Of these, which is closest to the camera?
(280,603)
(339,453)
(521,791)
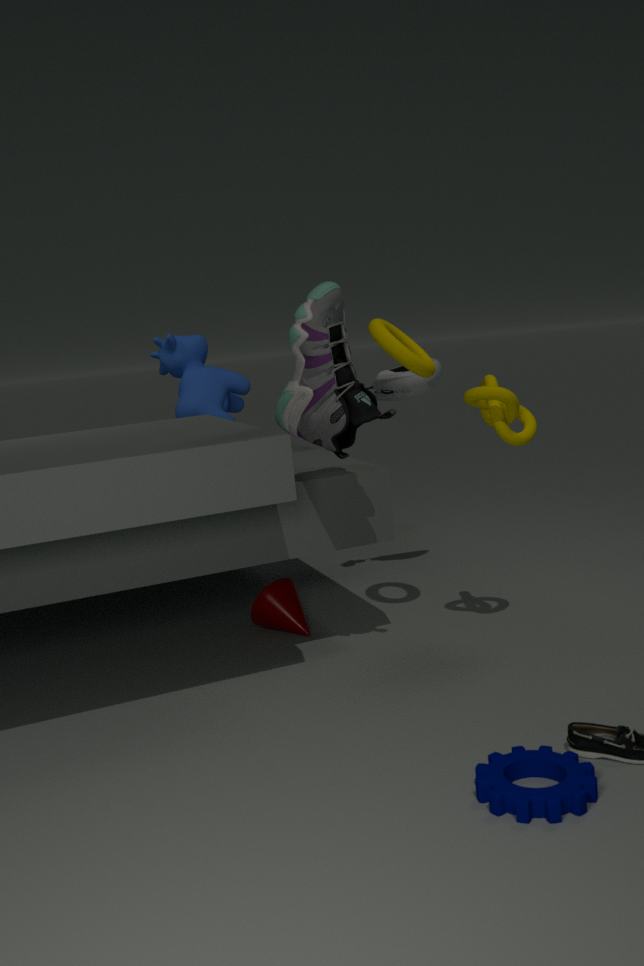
(521,791)
